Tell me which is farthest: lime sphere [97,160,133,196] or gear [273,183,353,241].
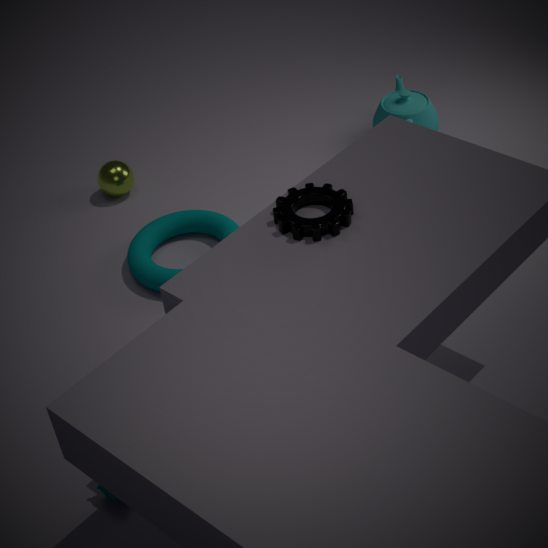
lime sphere [97,160,133,196]
